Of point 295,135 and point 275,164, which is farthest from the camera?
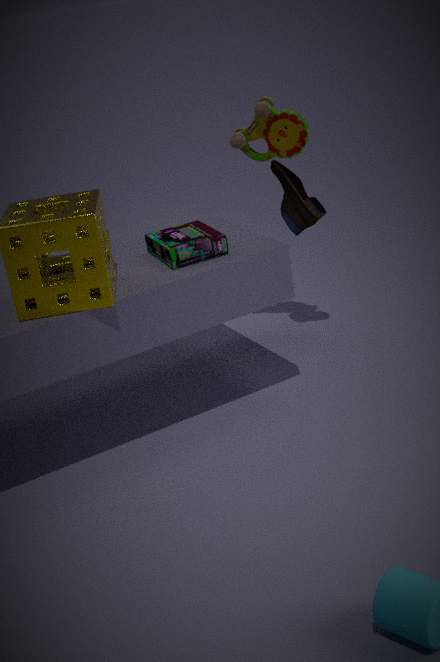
point 275,164
